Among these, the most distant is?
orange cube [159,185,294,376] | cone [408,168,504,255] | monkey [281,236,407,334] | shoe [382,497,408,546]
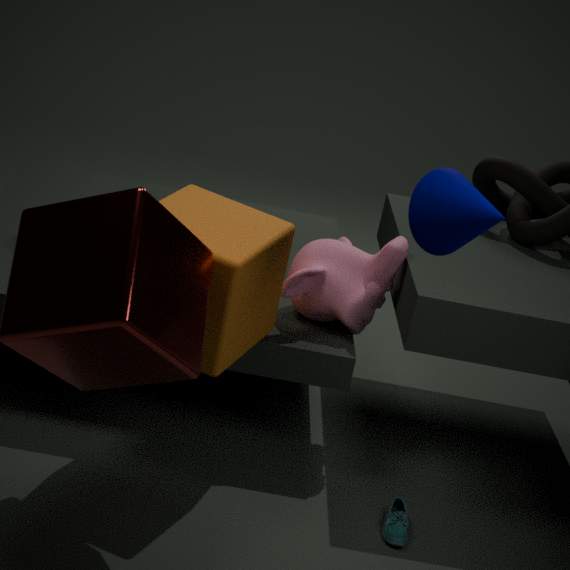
monkey [281,236,407,334]
